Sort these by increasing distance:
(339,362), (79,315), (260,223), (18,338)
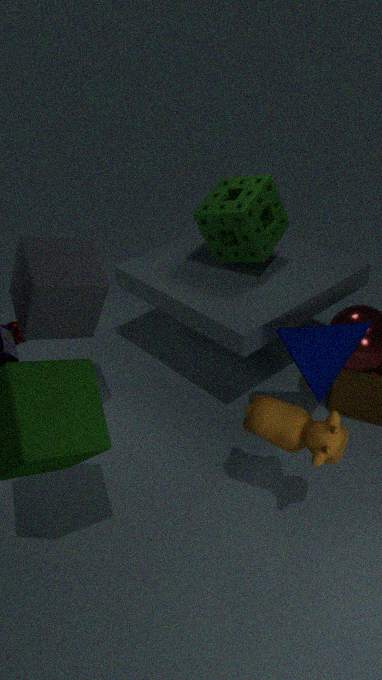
(79,315), (339,362), (260,223), (18,338)
